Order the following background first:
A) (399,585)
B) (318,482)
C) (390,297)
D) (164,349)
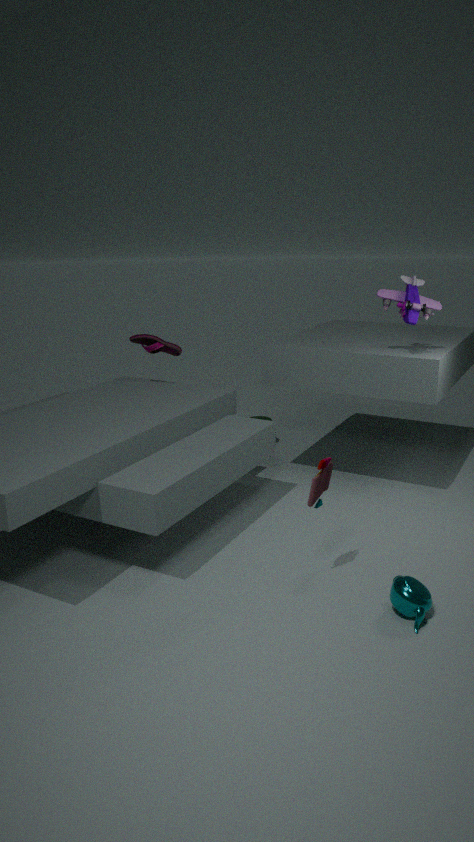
(164,349) → (390,297) → (318,482) → (399,585)
